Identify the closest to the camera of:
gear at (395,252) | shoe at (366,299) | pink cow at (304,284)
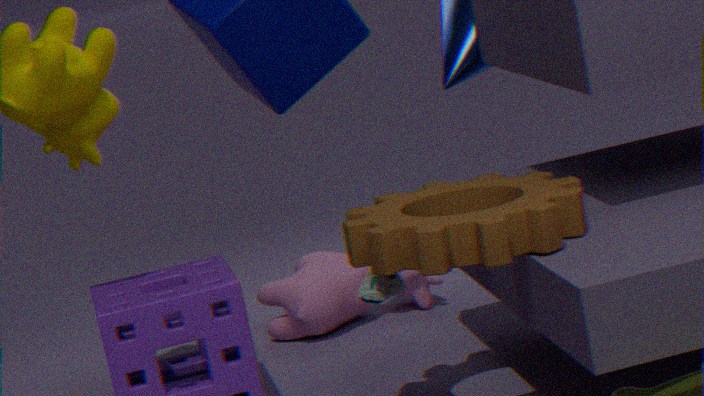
gear at (395,252)
